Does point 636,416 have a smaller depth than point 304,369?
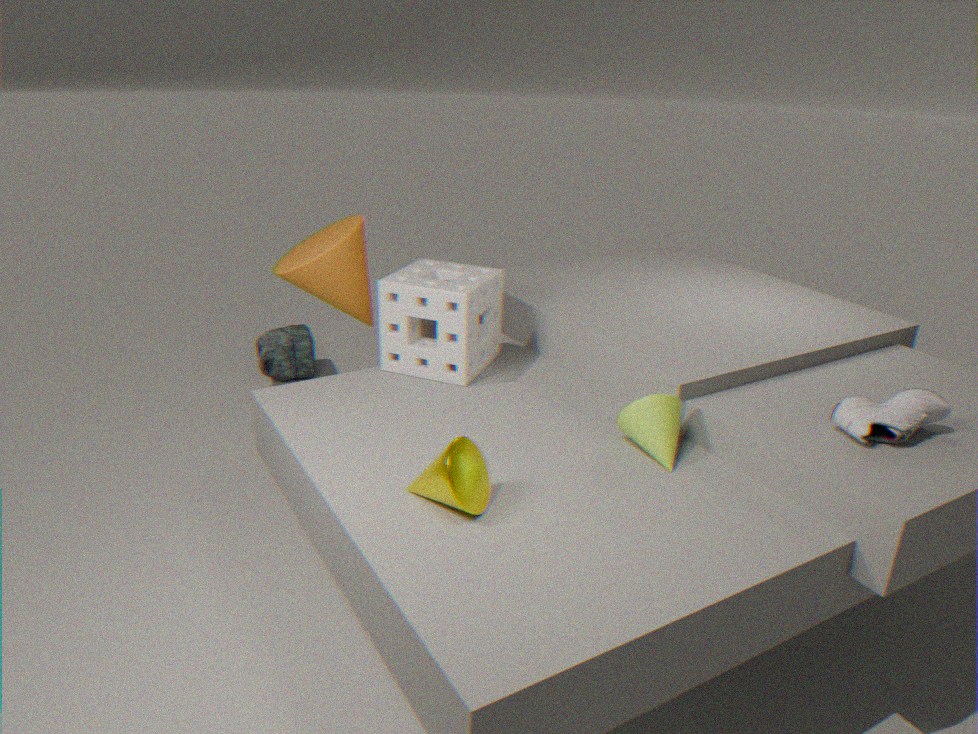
Yes
